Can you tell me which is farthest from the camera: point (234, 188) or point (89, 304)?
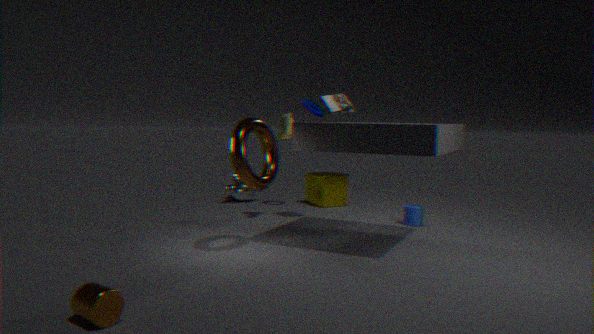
point (234, 188)
